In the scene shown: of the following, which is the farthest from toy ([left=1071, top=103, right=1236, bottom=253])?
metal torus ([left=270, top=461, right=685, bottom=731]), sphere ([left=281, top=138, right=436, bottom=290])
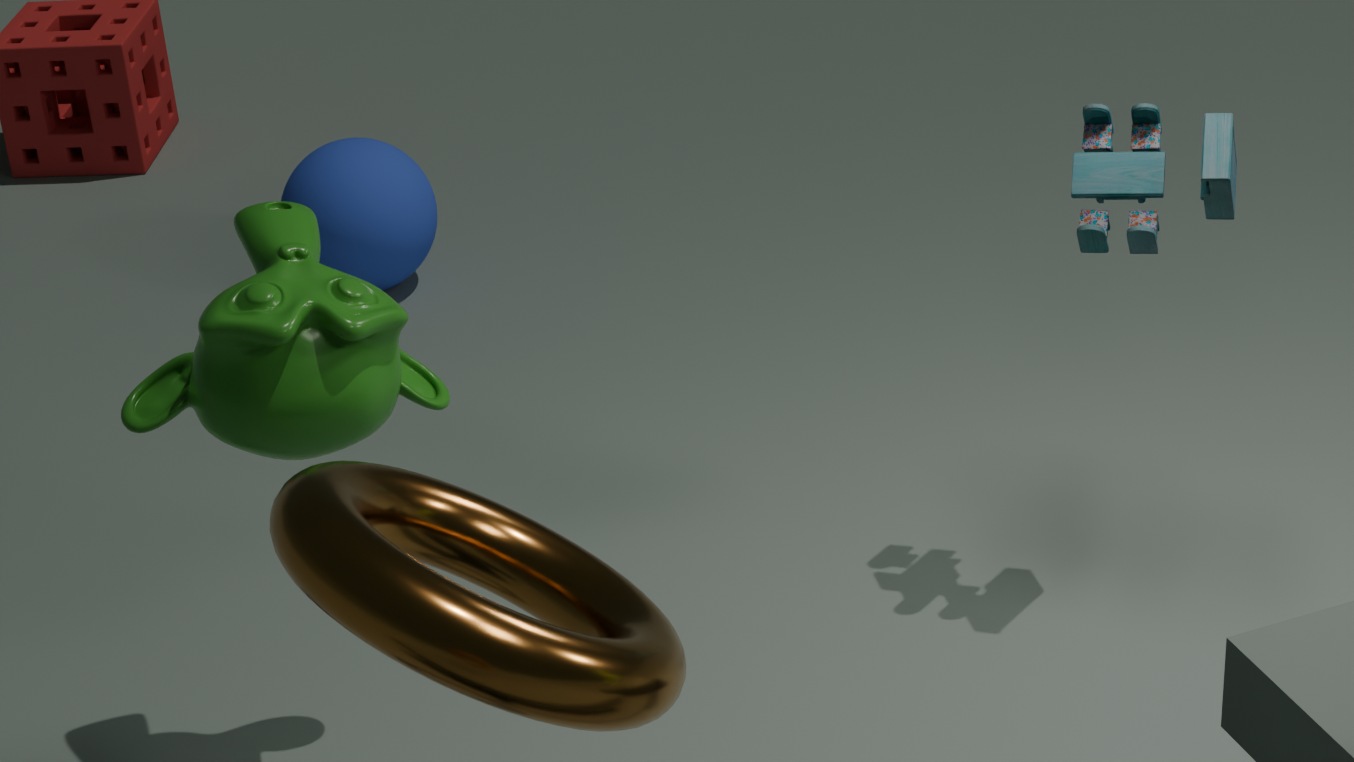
sphere ([left=281, top=138, right=436, bottom=290])
